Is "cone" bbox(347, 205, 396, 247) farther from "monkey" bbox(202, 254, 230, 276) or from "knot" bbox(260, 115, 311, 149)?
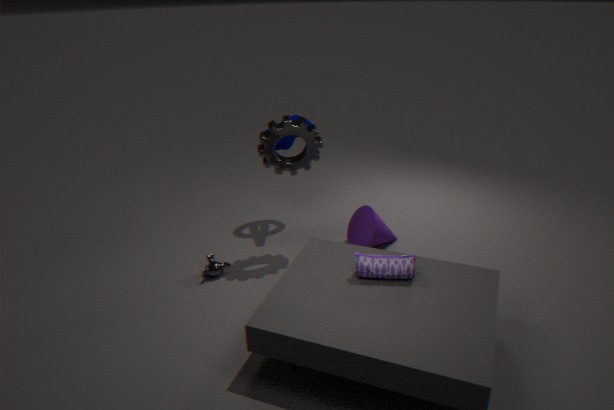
"monkey" bbox(202, 254, 230, 276)
